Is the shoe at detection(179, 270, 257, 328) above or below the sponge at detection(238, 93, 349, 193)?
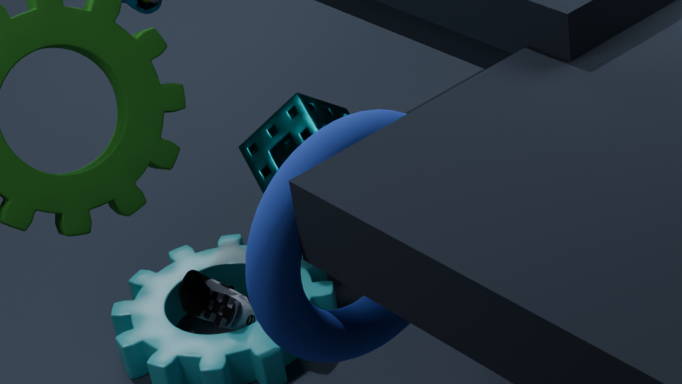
below
